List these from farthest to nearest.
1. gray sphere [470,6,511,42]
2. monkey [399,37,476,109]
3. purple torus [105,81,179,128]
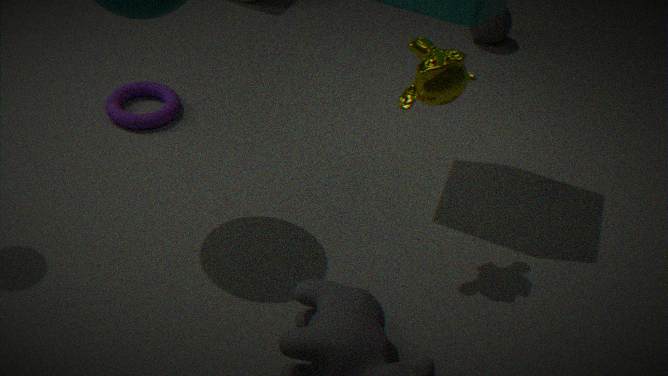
1. gray sphere [470,6,511,42]
2. purple torus [105,81,179,128]
3. monkey [399,37,476,109]
